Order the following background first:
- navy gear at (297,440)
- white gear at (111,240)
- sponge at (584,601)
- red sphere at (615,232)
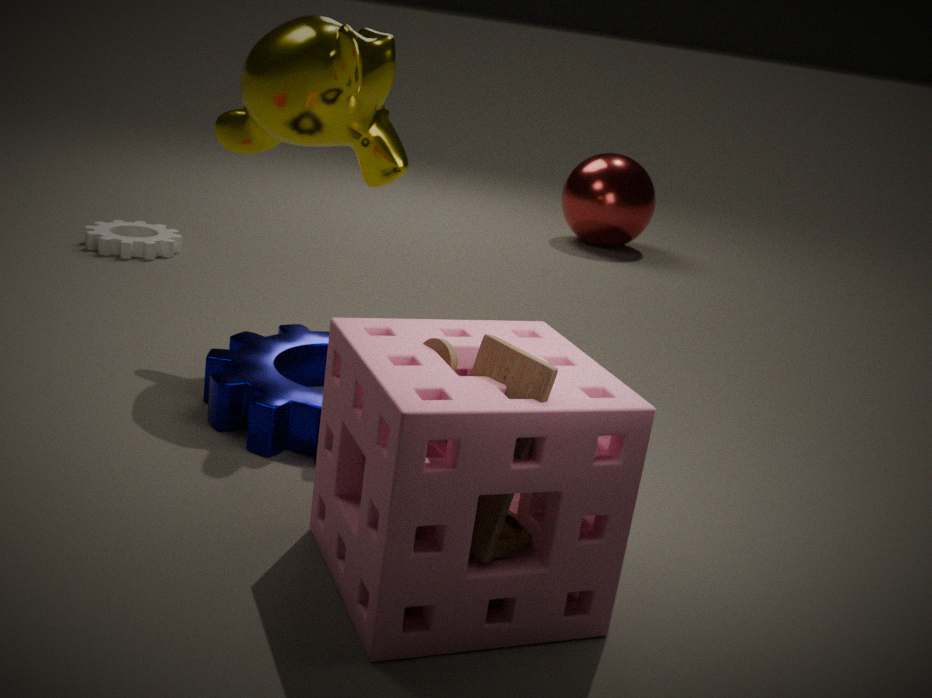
red sphere at (615,232) < white gear at (111,240) < navy gear at (297,440) < sponge at (584,601)
